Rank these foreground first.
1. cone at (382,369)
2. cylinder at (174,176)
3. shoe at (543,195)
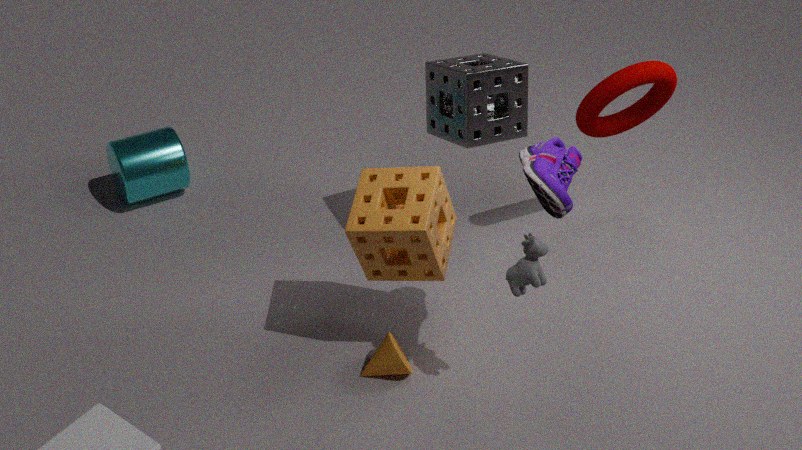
shoe at (543,195) < cone at (382,369) < cylinder at (174,176)
